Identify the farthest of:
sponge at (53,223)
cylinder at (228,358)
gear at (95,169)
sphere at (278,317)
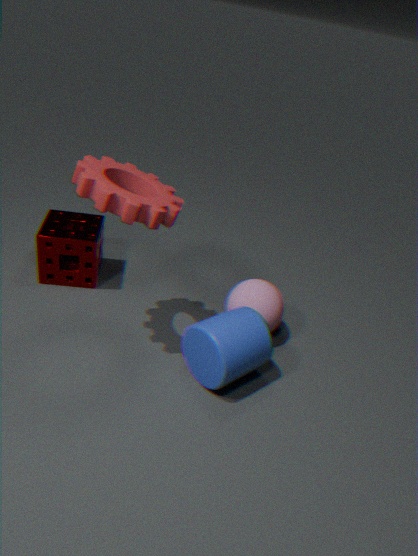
sponge at (53,223)
